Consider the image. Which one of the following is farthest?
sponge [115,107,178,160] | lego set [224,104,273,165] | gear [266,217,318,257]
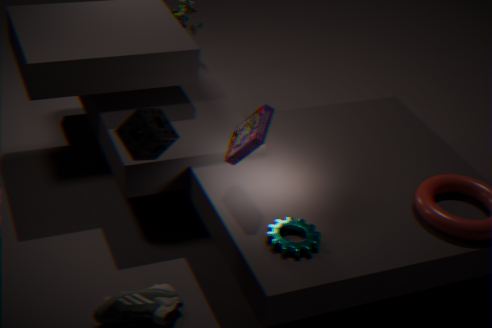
lego set [224,104,273,165]
